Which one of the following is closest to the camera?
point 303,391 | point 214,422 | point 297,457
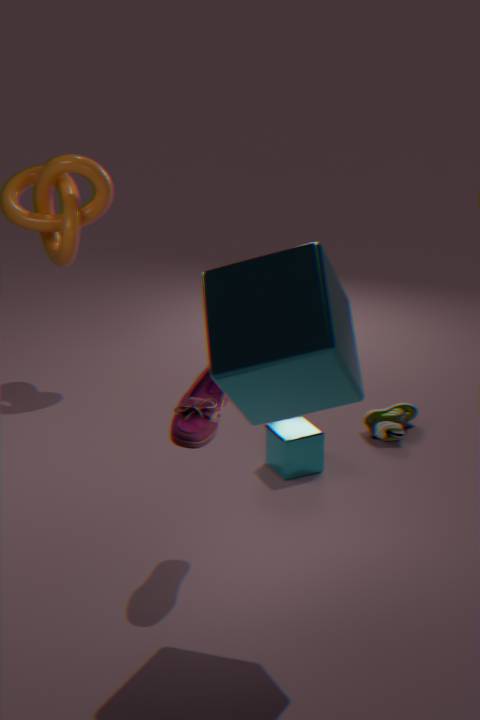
point 303,391
